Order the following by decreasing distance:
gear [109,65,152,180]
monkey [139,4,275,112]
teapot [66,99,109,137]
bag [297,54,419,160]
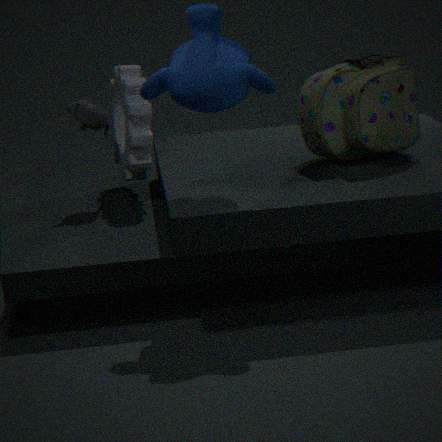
teapot [66,99,109,137], gear [109,65,152,180], bag [297,54,419,160], monkey [139,4,275,112]
